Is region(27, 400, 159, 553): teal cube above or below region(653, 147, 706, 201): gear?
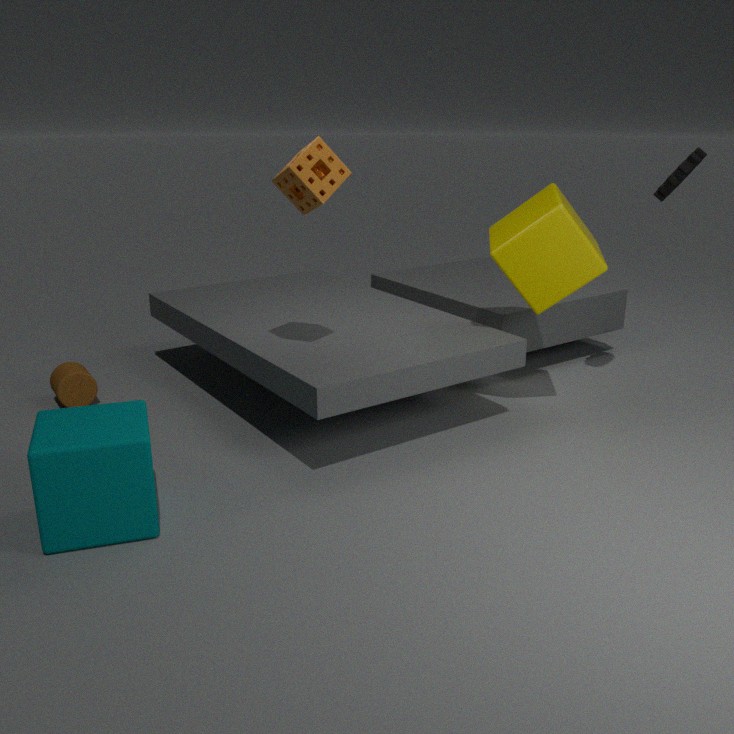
below
